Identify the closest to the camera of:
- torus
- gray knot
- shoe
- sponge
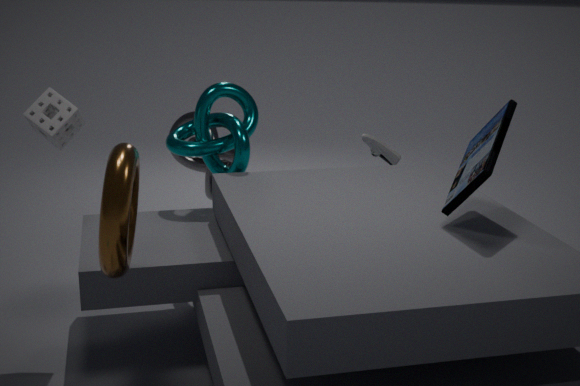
torus
